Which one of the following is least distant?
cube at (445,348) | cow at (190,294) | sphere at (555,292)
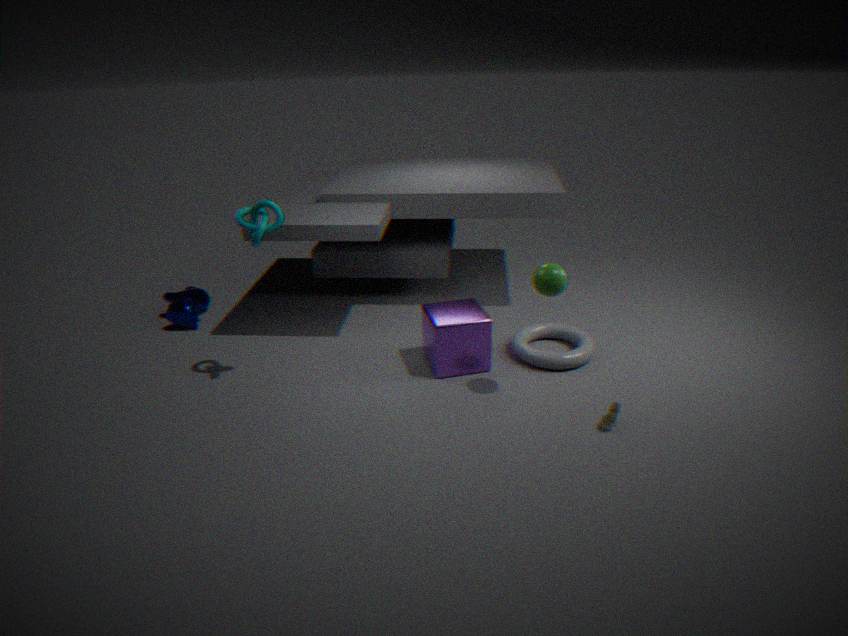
sphere at (555,292)
